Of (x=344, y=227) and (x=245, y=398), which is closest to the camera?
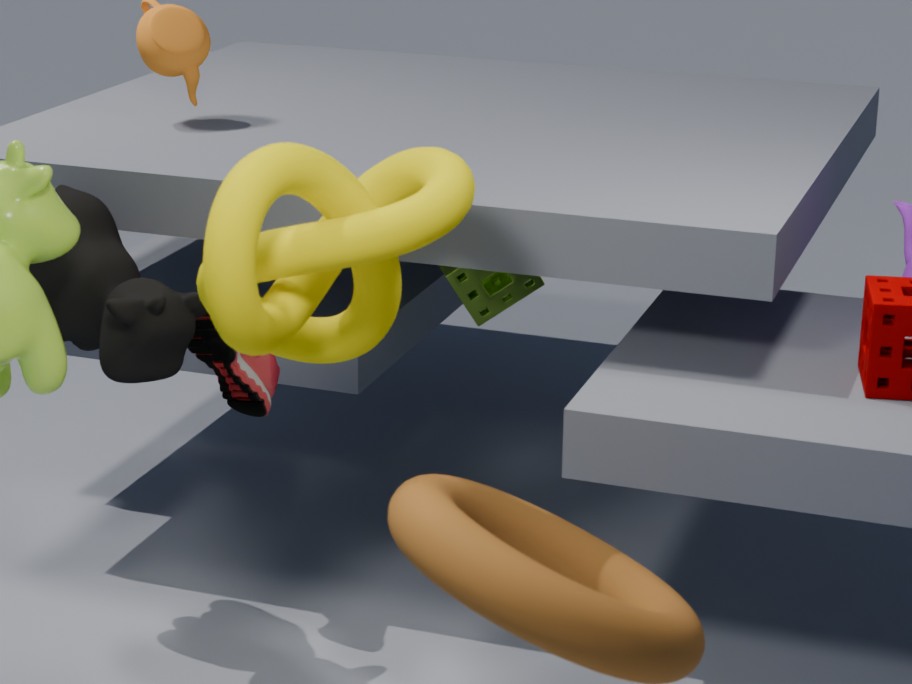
(x=344, y=227)
